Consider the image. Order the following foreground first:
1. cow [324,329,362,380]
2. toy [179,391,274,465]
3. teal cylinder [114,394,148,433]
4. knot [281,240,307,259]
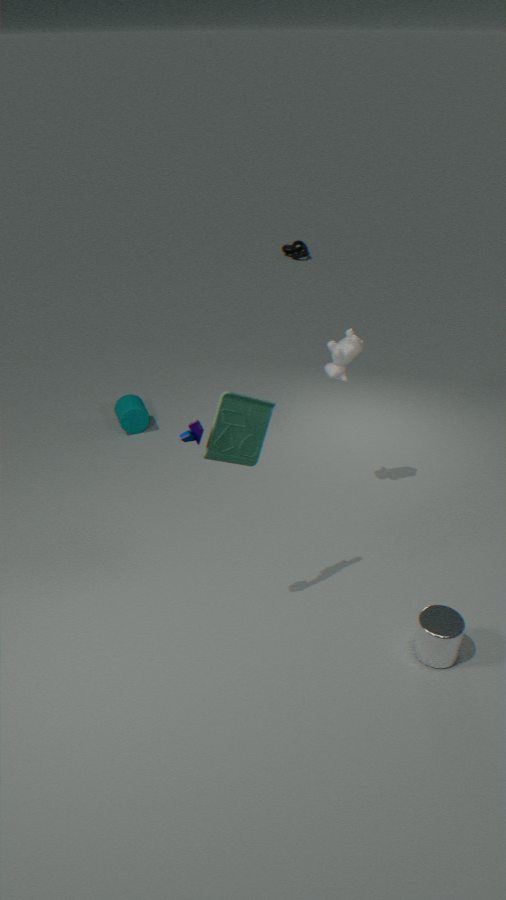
1. toy [179,391,274,465]
2. cow [324,329,362,380]
3. teal cylinder [114,394,148,433]
4. knot [281,240,307,259]
